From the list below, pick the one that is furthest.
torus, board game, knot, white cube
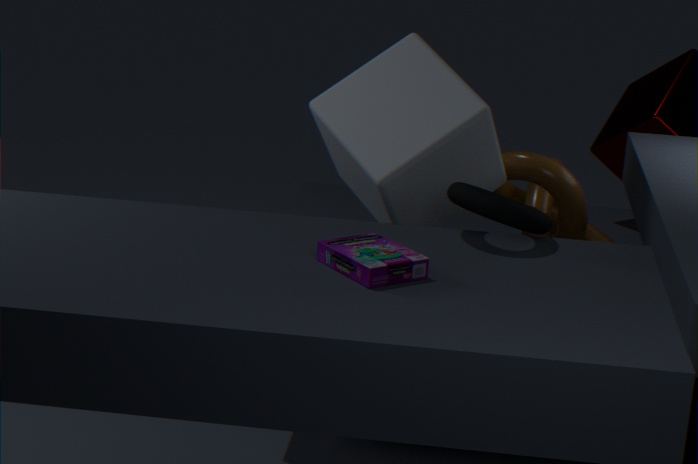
knot
